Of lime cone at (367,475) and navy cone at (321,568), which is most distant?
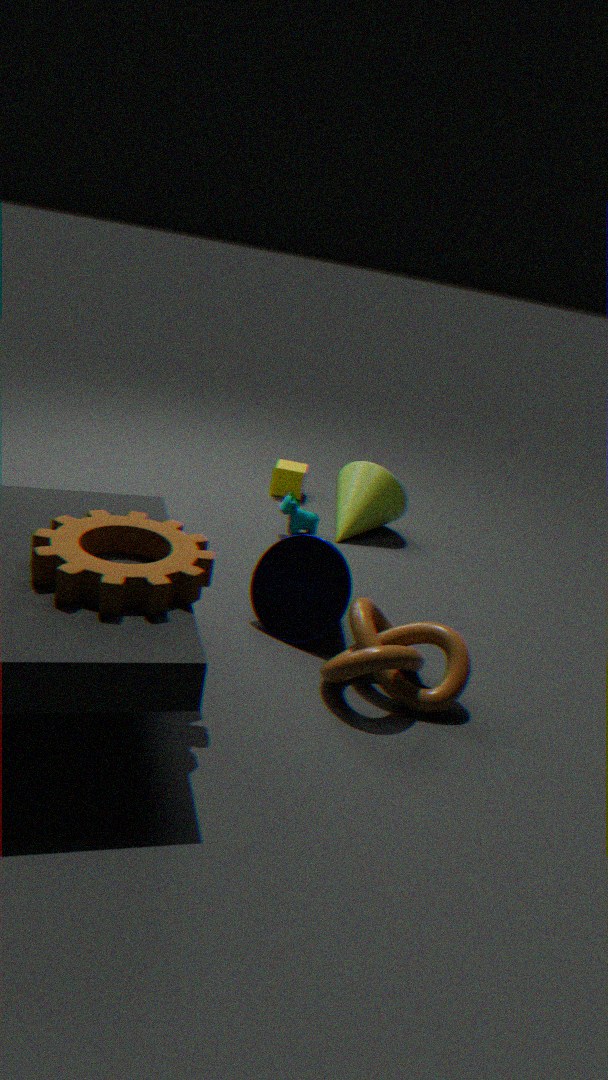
lime cone at (367,475)
